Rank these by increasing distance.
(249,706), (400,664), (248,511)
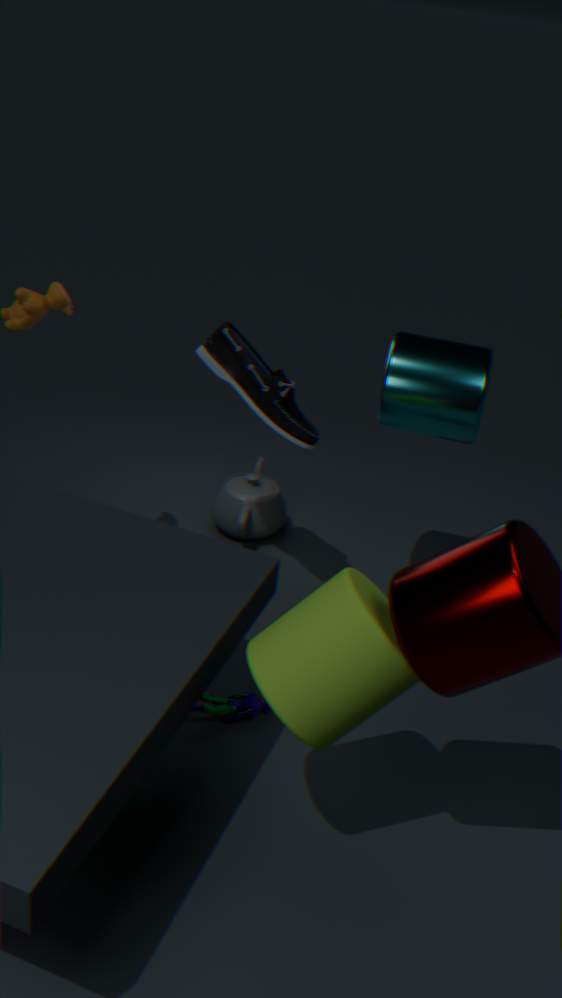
(400,664), (249,706), (248,511)
